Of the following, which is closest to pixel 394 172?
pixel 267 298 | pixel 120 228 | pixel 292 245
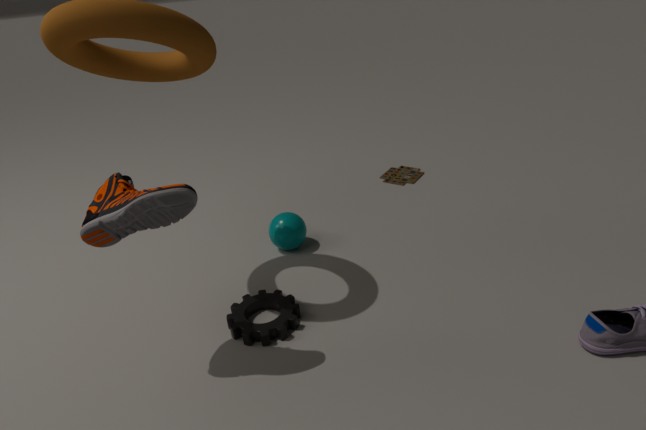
pixel 292 245
